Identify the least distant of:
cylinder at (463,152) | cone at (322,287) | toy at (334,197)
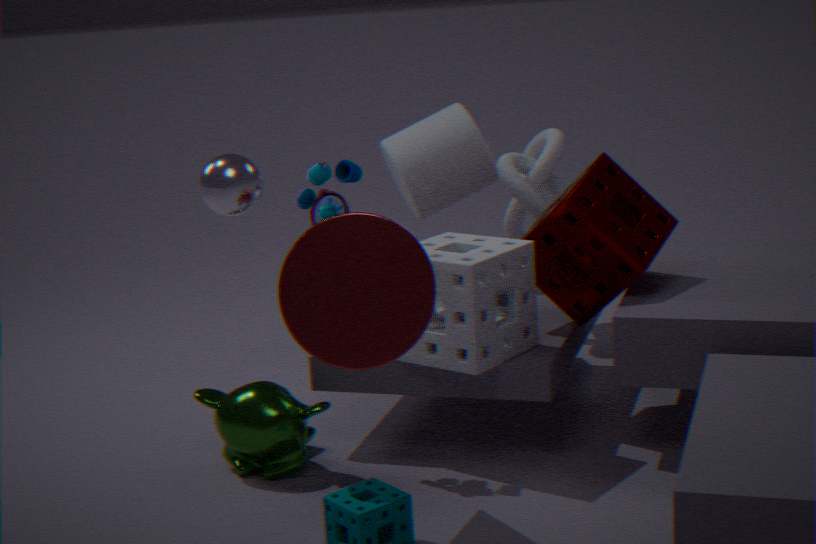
cone at (322,287)
